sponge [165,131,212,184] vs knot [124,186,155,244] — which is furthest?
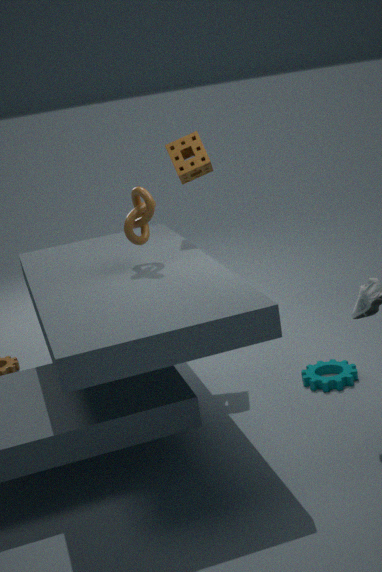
sponge [165,131,212,184]
